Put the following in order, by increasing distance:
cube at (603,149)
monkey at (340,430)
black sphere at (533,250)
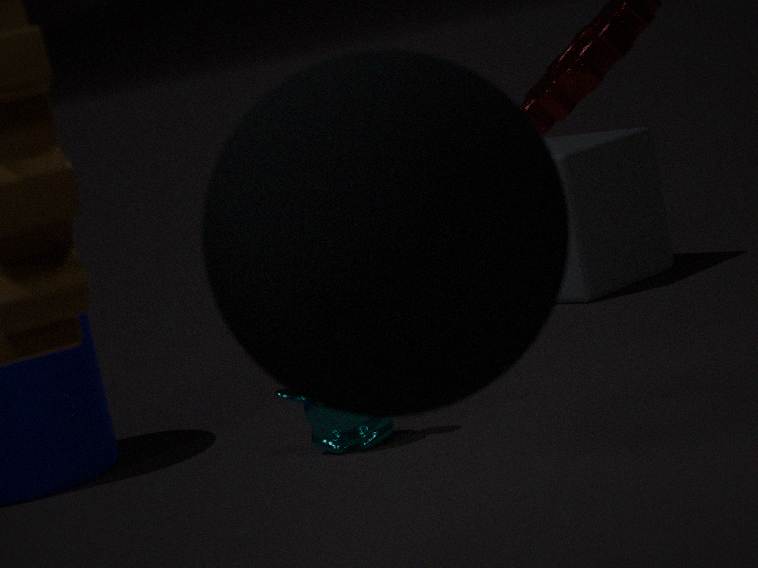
1. black sphere at (533,250)
2. monkey at (340,430)
3. cube at (603,149)
